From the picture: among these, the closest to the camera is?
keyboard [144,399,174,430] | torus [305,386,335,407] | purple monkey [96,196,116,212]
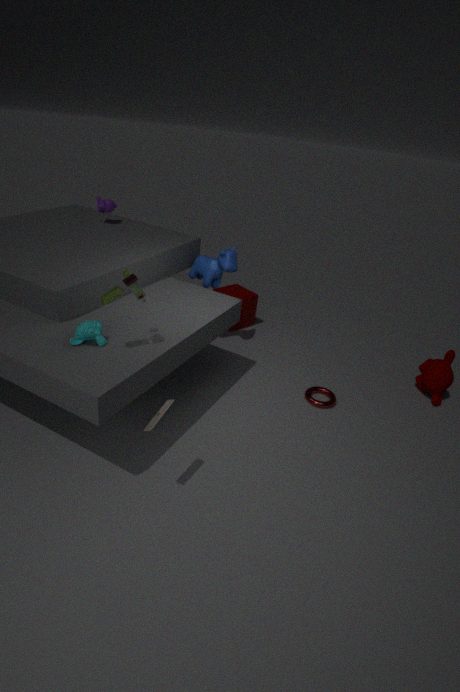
keyboard [144,399,174,430]
